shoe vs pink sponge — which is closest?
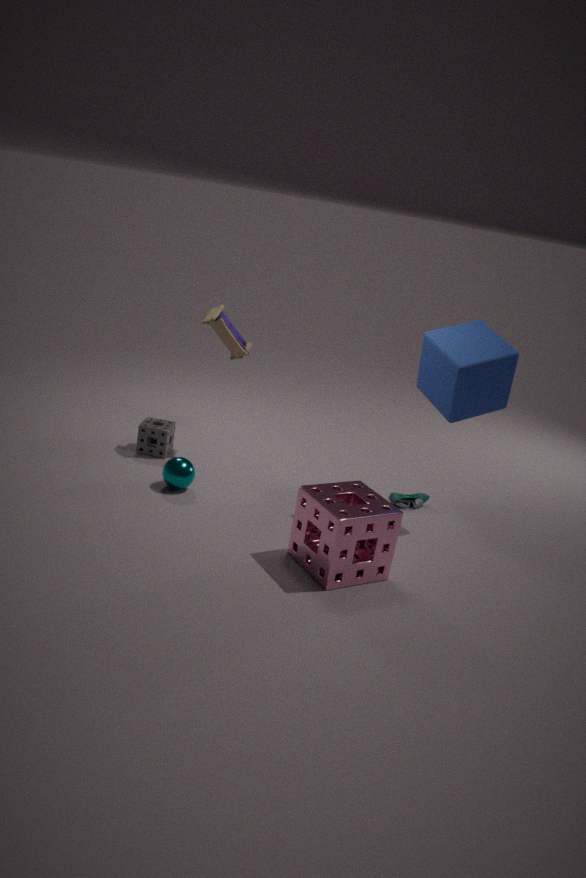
pink sponge
